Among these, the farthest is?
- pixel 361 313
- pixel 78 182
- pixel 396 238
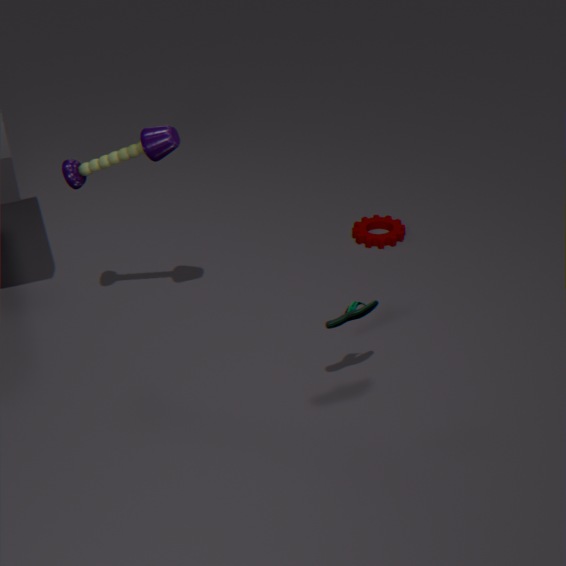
pixel 396 238
